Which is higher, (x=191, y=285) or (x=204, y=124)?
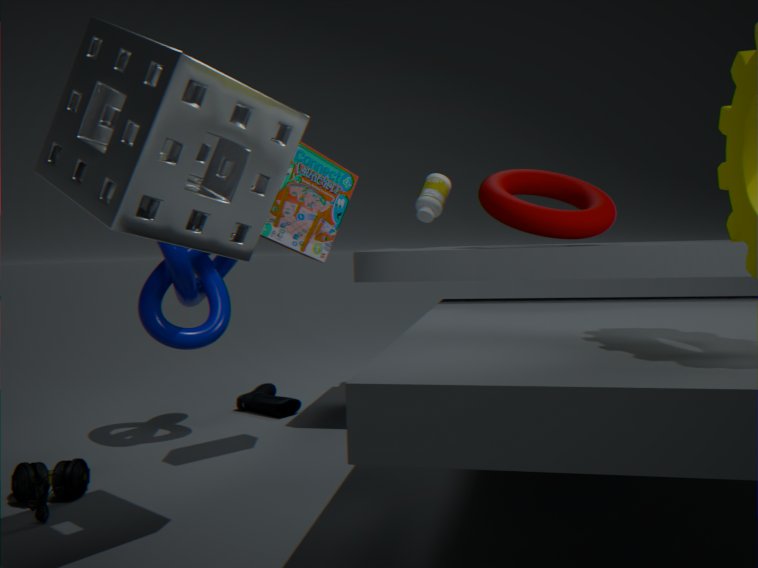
(x=204, y=124)
